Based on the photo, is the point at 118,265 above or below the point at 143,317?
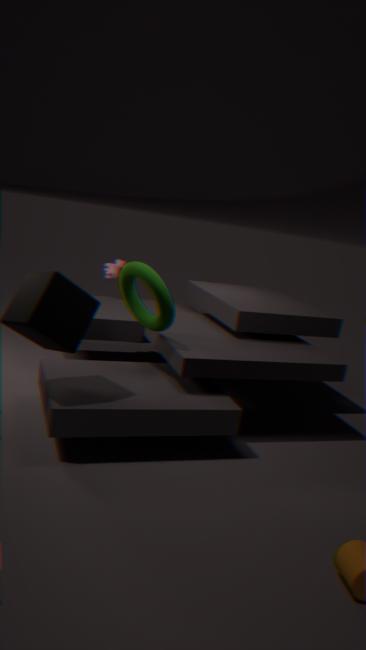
below
